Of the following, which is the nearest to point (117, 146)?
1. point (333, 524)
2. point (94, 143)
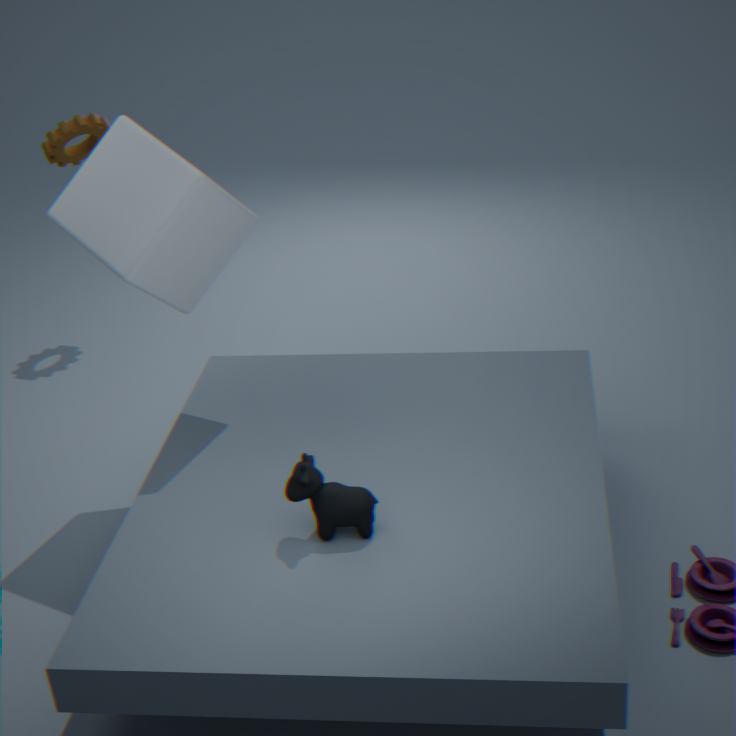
point (333, 524)
